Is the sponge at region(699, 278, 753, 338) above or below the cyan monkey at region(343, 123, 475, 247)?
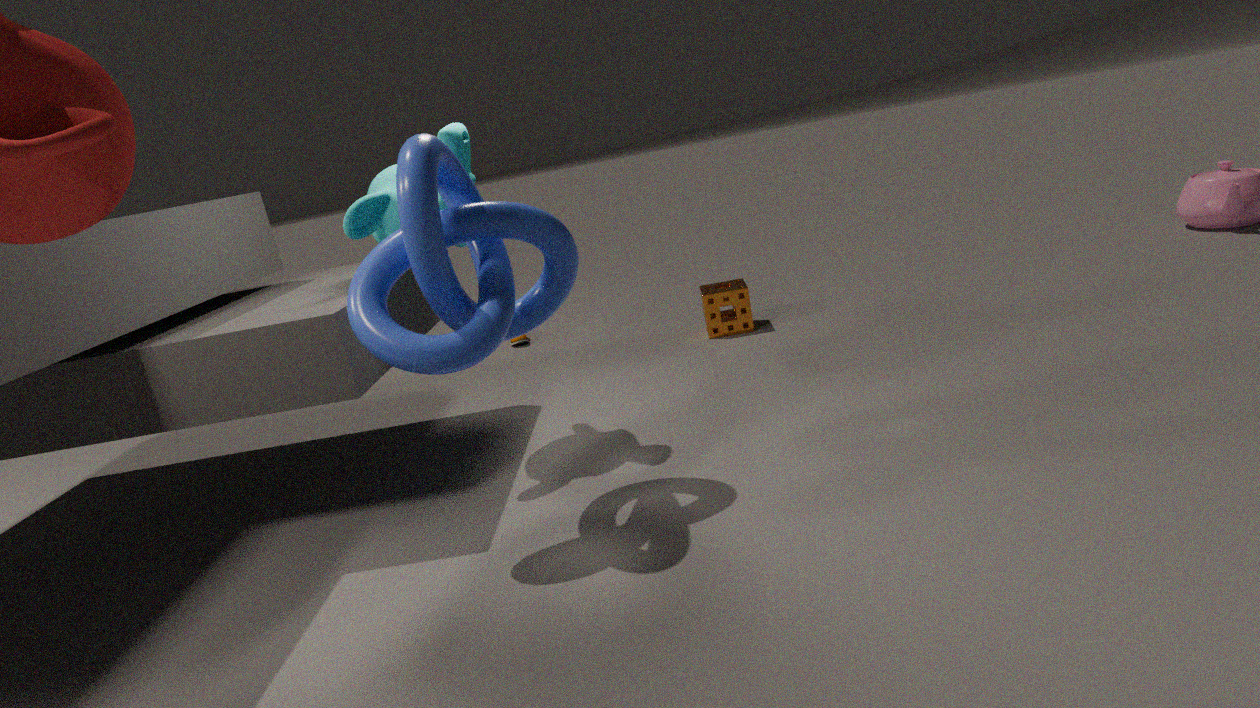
below
